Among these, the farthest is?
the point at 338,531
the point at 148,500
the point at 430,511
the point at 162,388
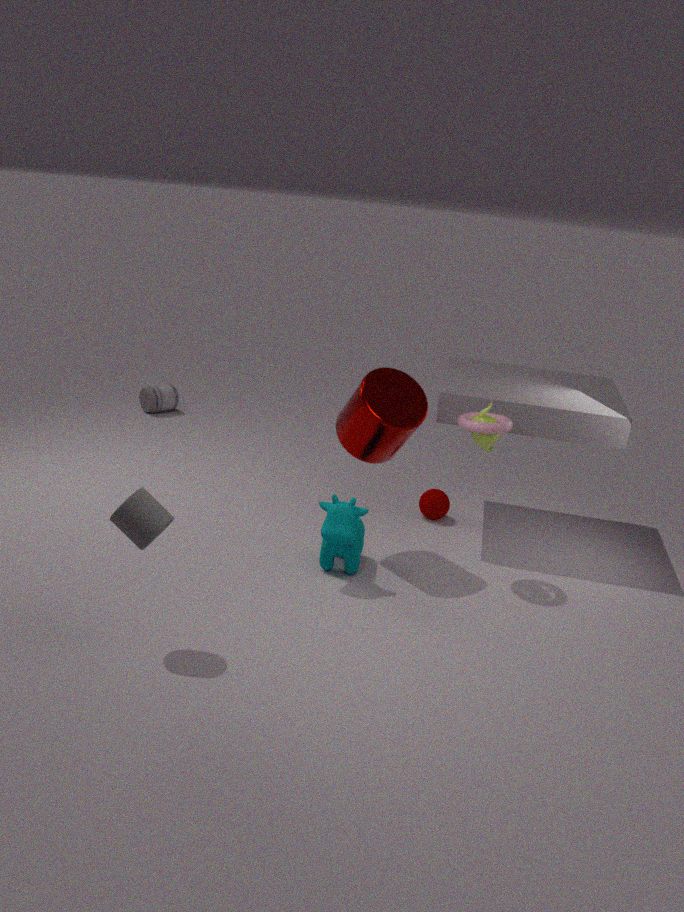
the point at 162,388
